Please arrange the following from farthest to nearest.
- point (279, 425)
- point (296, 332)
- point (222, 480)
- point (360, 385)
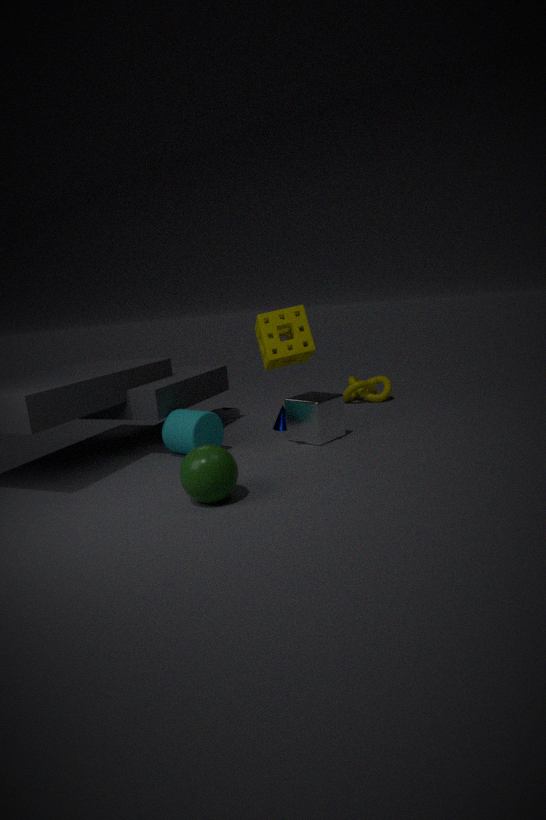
point (360, 385) < point (279, 425) < point (296, 332) < point (222, 480)
